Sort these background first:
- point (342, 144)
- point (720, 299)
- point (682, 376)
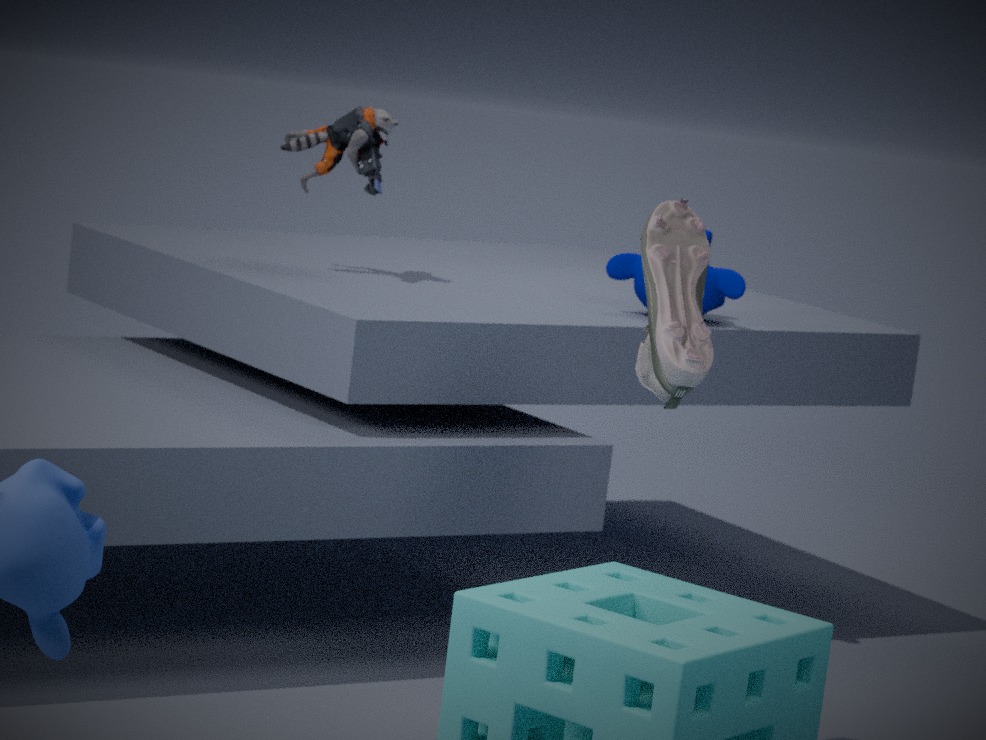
point (342, 144) → point (720, 299) → point (682, 376)
